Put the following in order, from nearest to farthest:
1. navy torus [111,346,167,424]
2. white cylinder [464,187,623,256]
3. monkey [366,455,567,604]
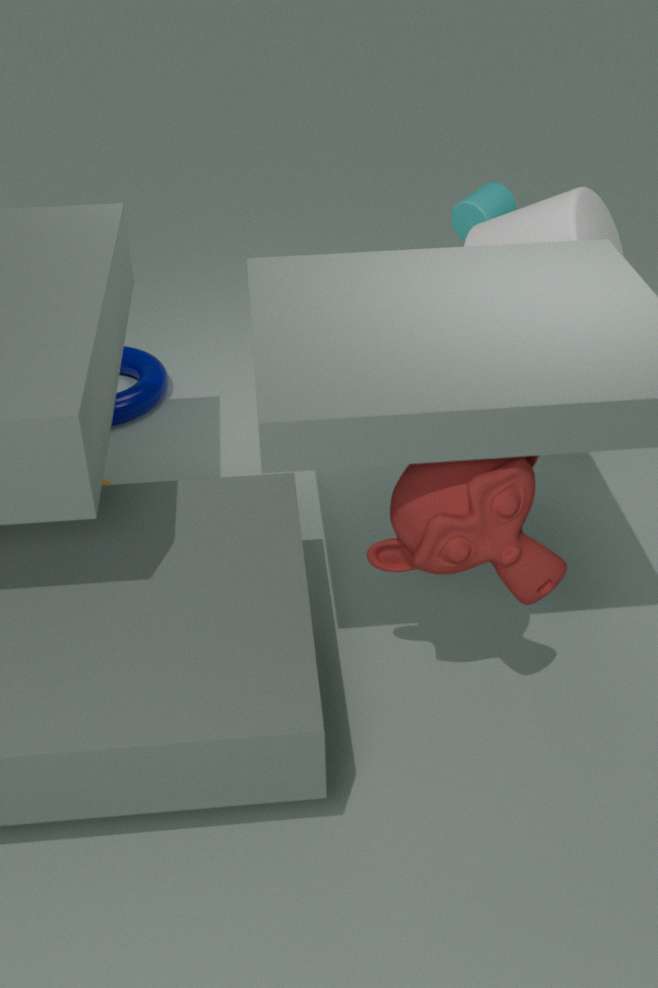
monkey [366,455,567,604] → white cylinder [464,187,623,256] → navy torus [111,346,167,424]
